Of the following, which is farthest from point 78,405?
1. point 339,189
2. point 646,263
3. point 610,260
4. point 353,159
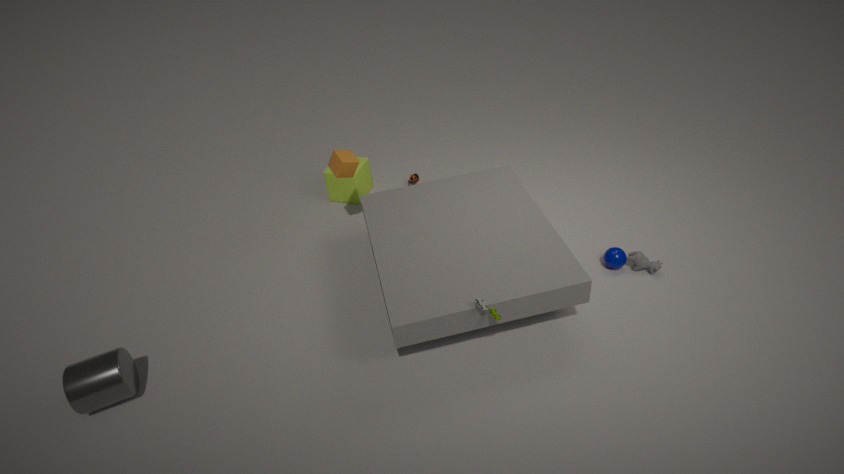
point 646,263
